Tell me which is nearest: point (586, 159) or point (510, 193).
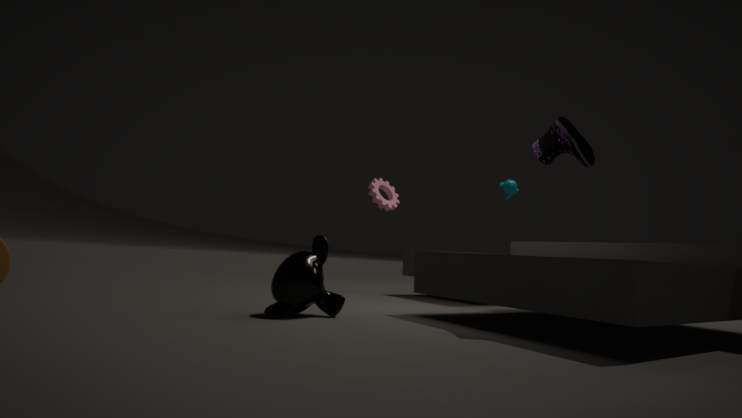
point (586, 159)
